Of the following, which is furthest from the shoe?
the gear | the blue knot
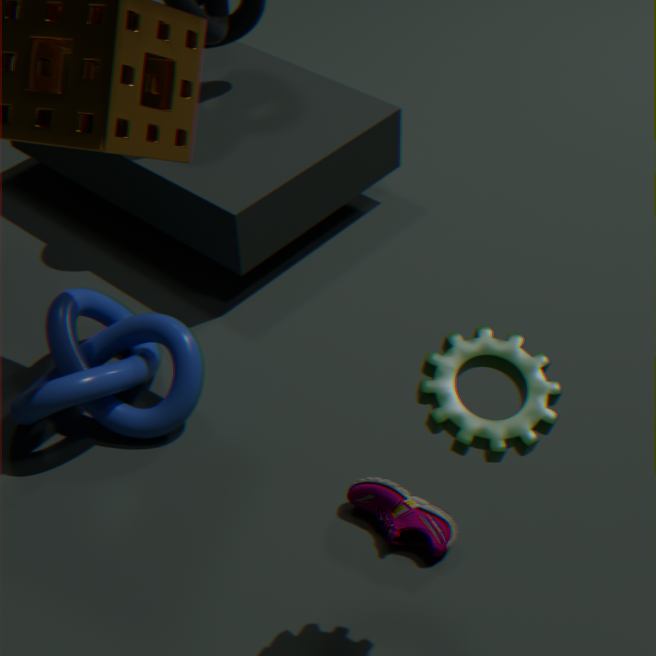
the gear
